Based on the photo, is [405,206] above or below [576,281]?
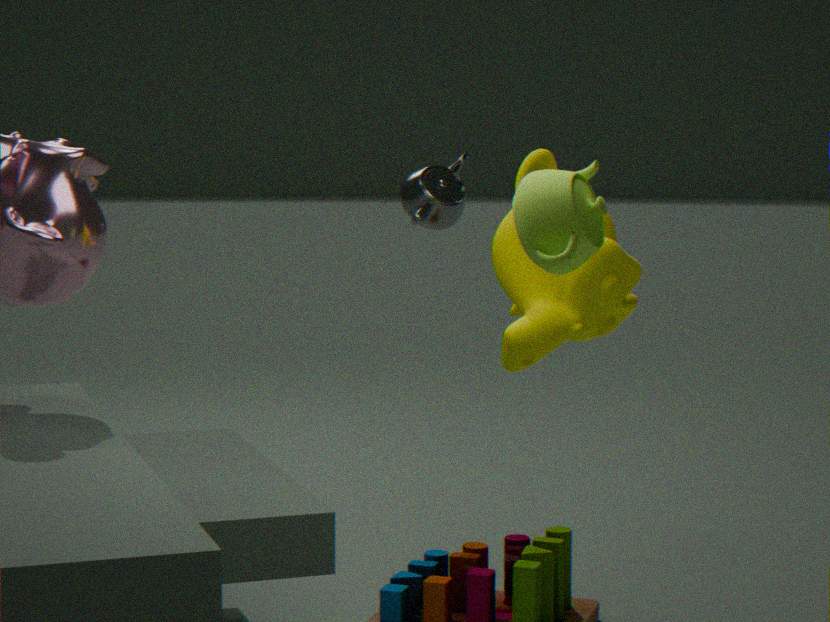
above
